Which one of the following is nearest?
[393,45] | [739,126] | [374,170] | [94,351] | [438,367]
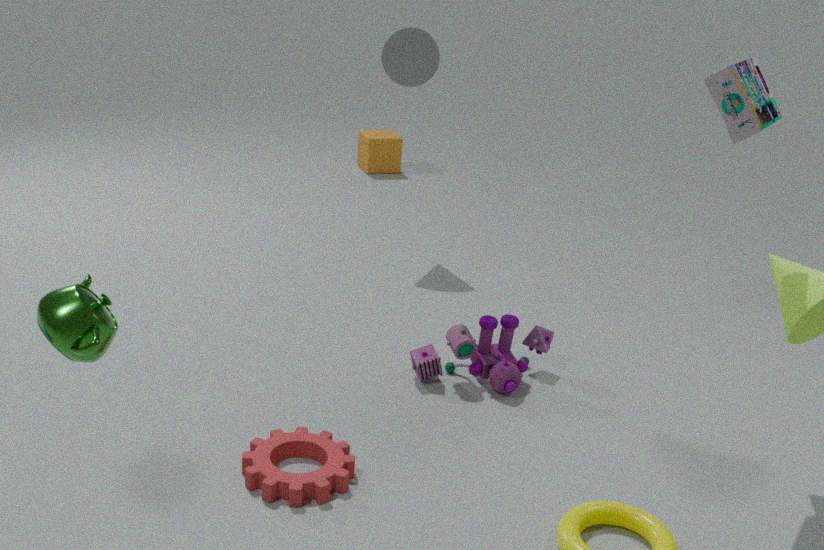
[94,351]
